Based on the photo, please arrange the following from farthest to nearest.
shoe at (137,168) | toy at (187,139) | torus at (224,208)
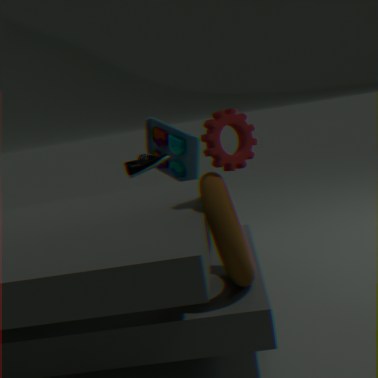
toy at (187,139) < shoe at (137,168) < torus at (224,208)
